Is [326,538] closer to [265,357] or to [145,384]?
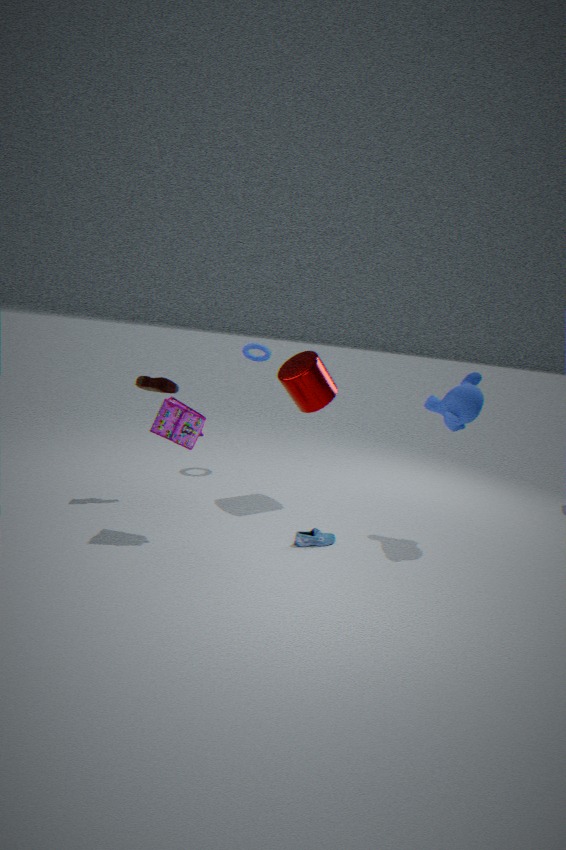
[145,384]
